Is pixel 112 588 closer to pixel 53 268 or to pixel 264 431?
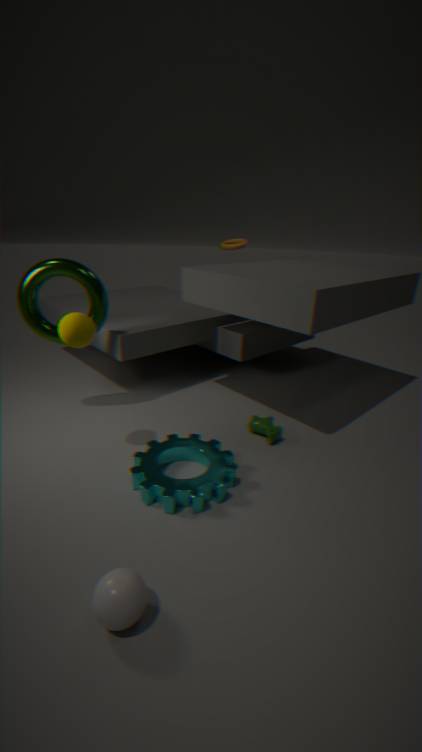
pixel 264 431
